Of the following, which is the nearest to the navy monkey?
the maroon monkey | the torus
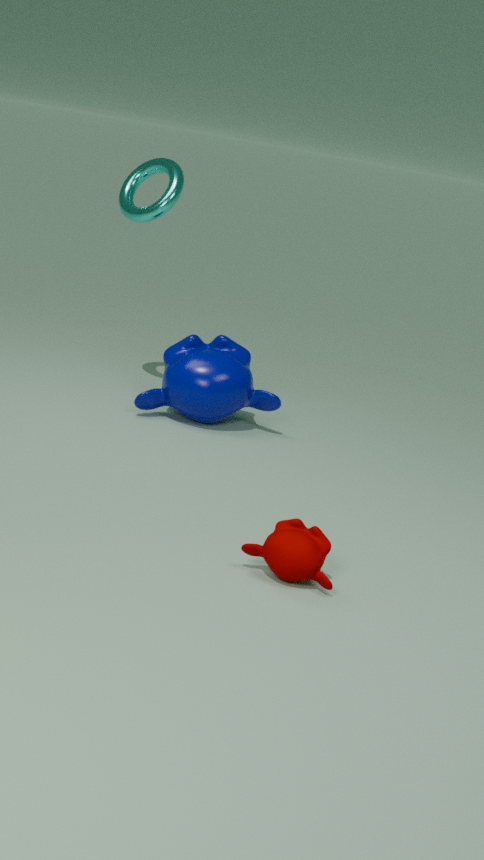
the torus
